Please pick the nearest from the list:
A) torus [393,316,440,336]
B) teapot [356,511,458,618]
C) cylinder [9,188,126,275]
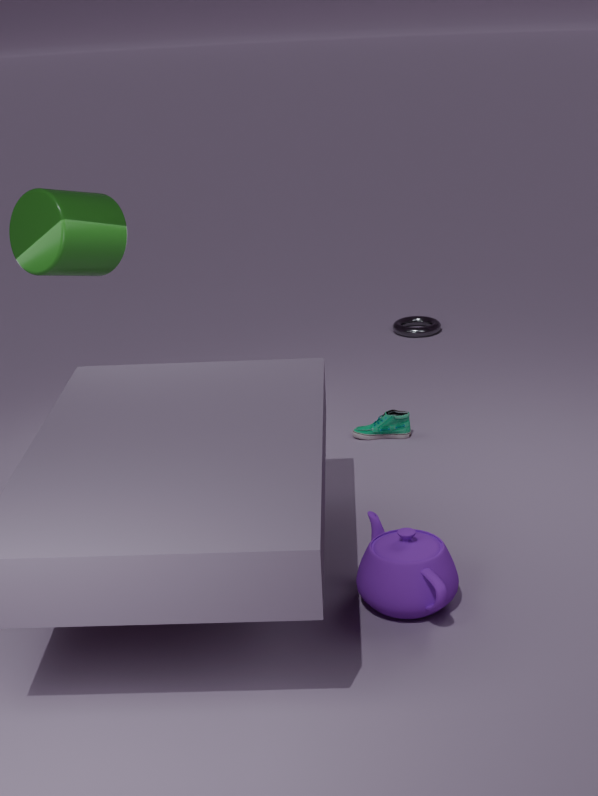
teapot [356,511,458,618]
